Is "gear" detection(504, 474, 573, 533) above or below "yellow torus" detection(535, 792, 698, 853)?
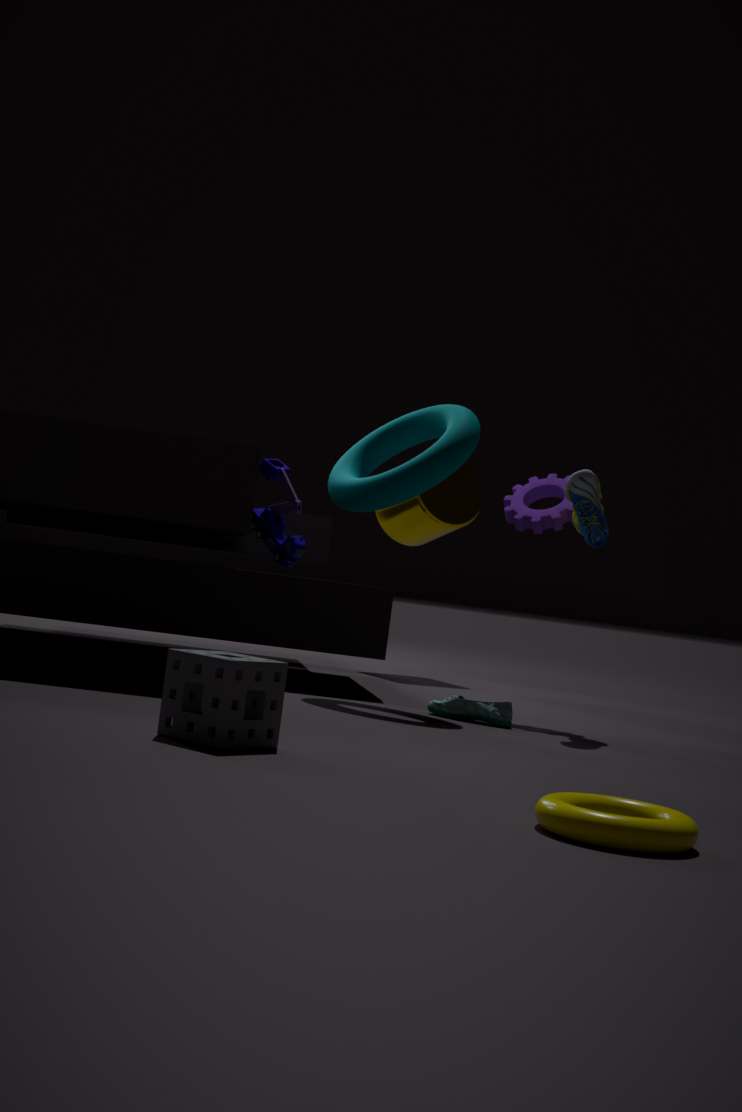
above
